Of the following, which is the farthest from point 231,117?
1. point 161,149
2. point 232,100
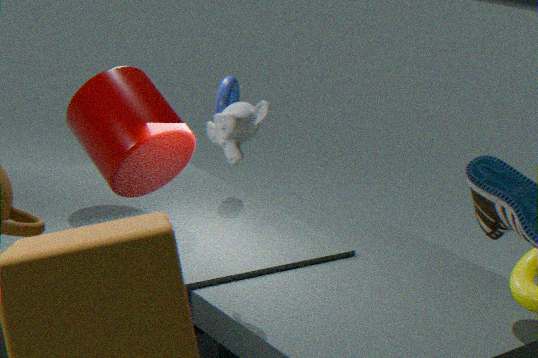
point 232,100
